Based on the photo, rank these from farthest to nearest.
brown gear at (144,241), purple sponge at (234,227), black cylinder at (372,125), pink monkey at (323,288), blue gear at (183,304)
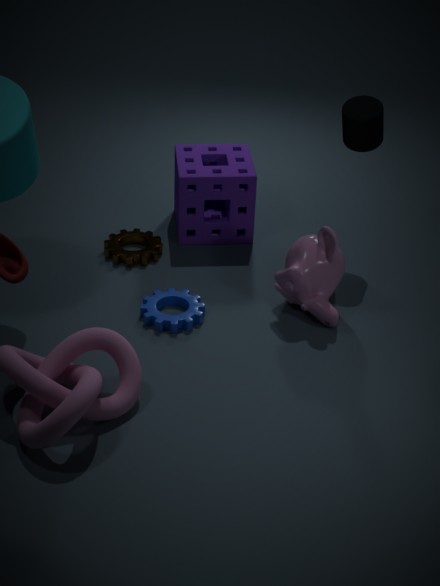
1. purple sponge at (234,227)
2. brown gear at (144,241)
3. black cylinder at (372,125)
4. blue gear at (183,304)
5. pink monkey at (323,288)
